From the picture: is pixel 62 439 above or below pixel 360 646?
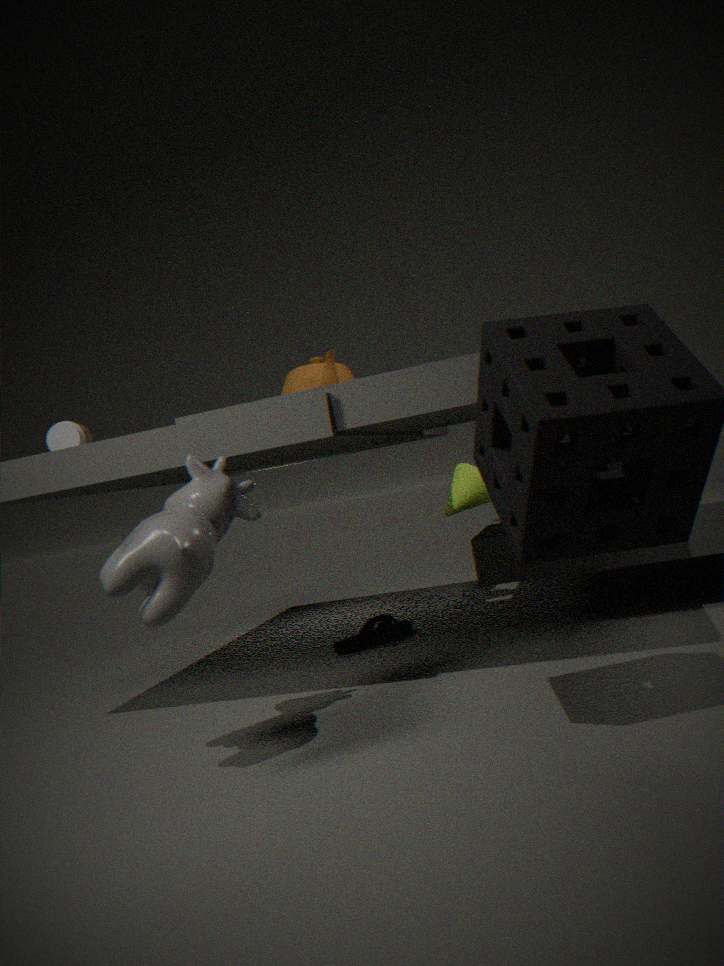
above
